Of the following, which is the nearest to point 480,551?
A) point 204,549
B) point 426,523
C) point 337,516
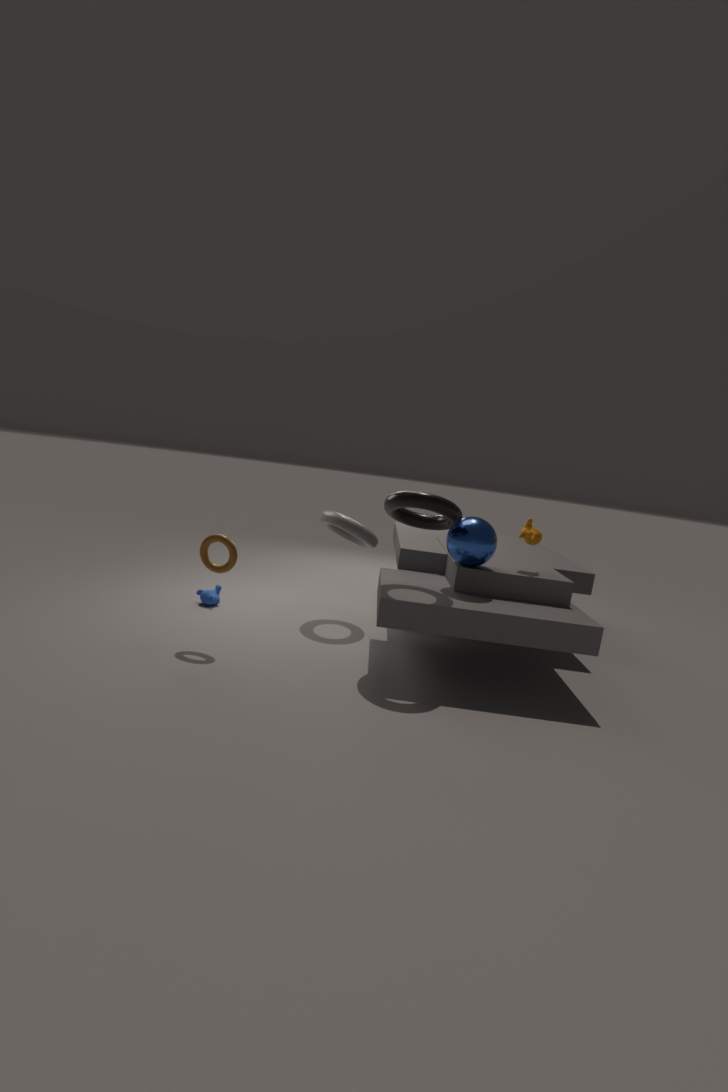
point 426,523
